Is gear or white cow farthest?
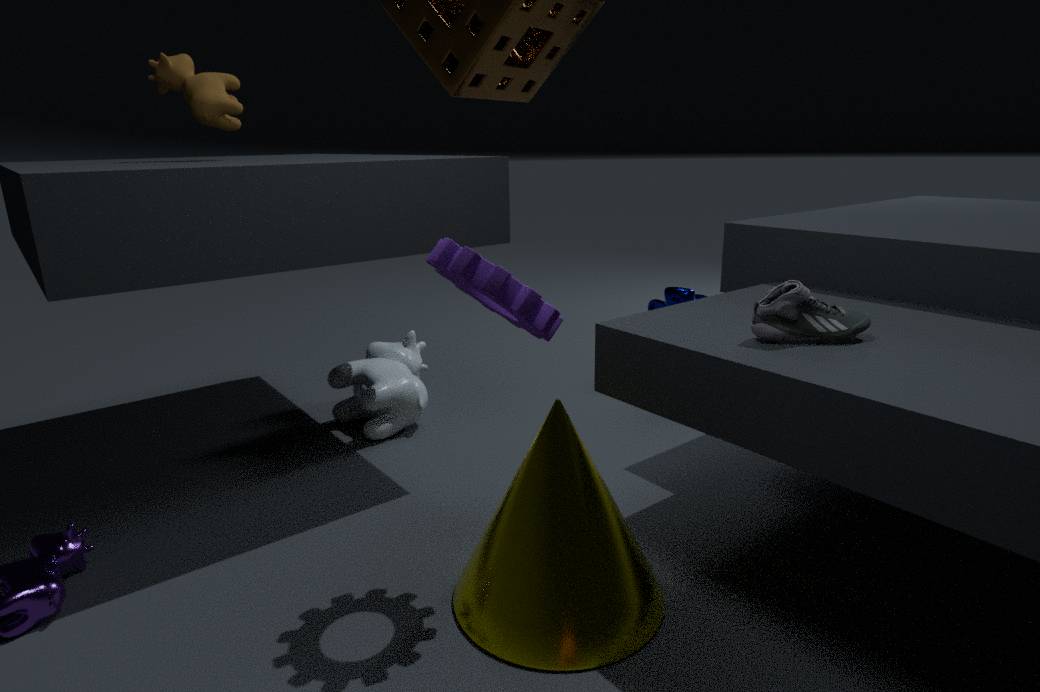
white cow
